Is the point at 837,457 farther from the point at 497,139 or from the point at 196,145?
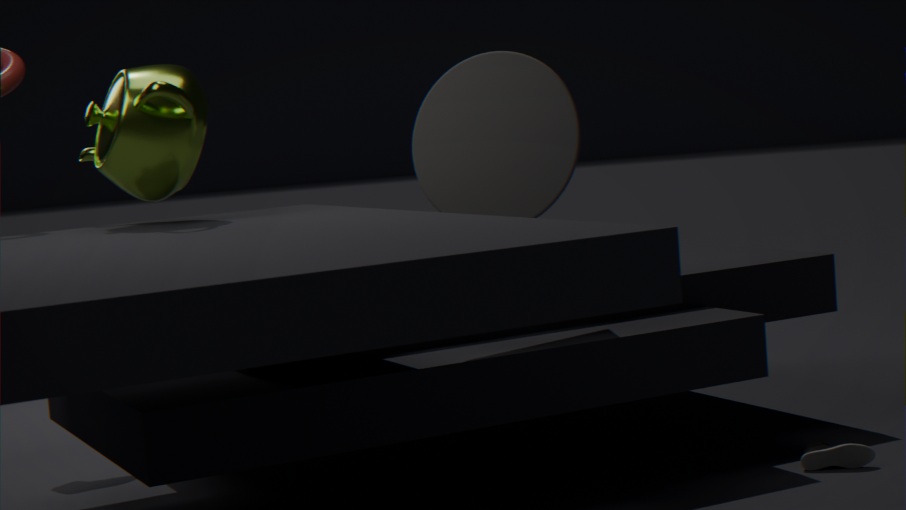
the point at 196,145
